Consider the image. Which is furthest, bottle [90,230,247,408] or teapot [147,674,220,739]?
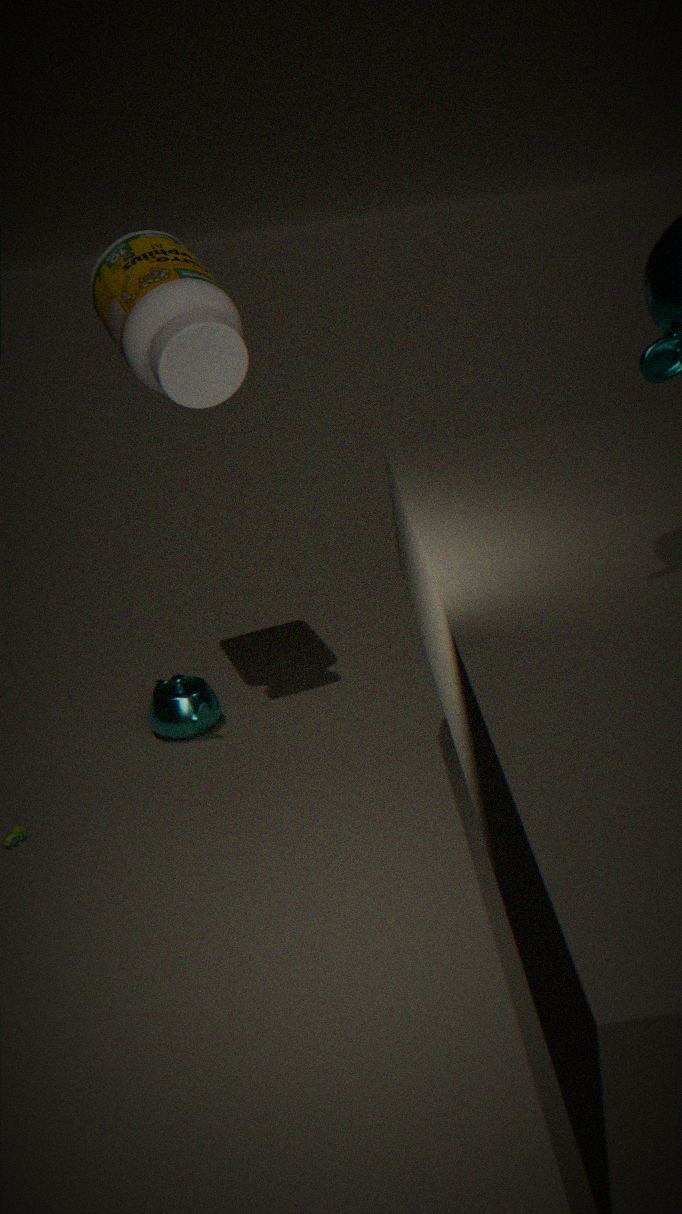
teapot [147,674,220,739]
